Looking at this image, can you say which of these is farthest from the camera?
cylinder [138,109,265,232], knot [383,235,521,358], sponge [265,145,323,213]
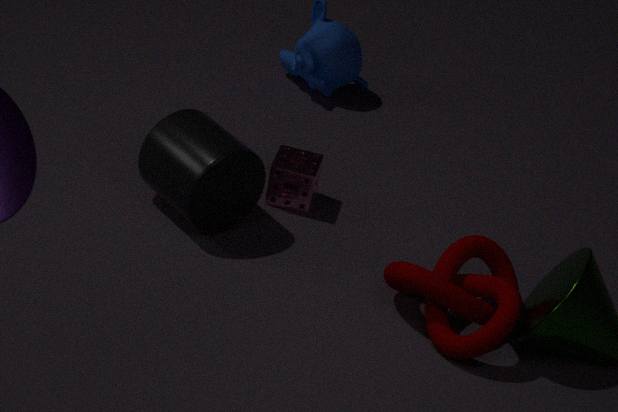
sponge [265,145,323,213]
